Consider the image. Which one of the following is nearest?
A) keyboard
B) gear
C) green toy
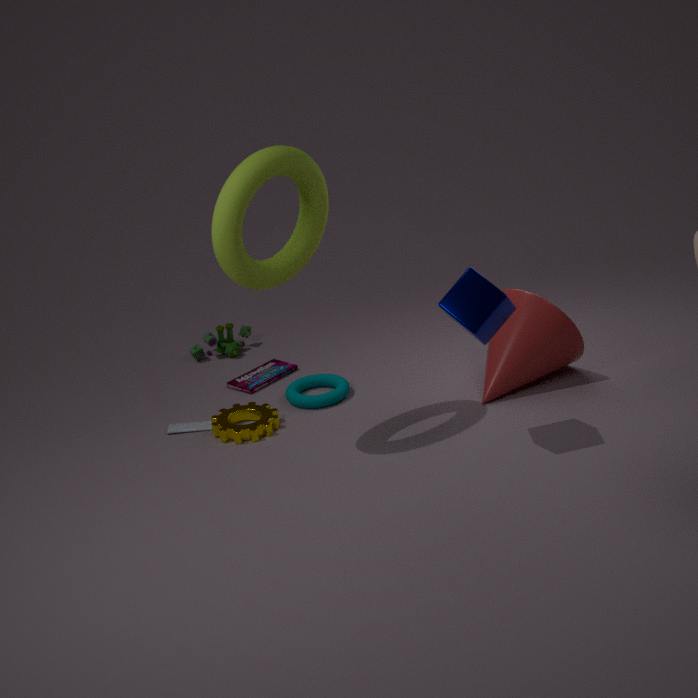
gear
